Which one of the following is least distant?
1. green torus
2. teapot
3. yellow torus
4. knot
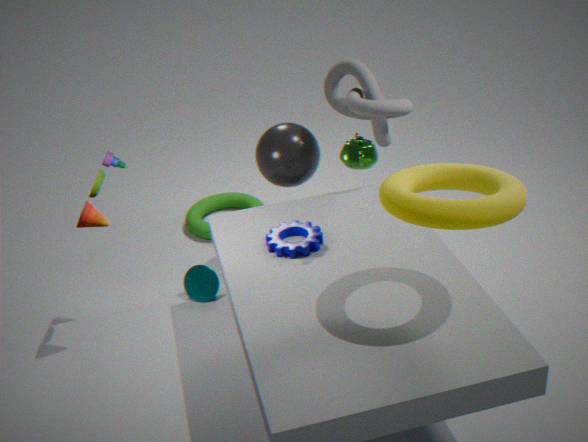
yellow torus
